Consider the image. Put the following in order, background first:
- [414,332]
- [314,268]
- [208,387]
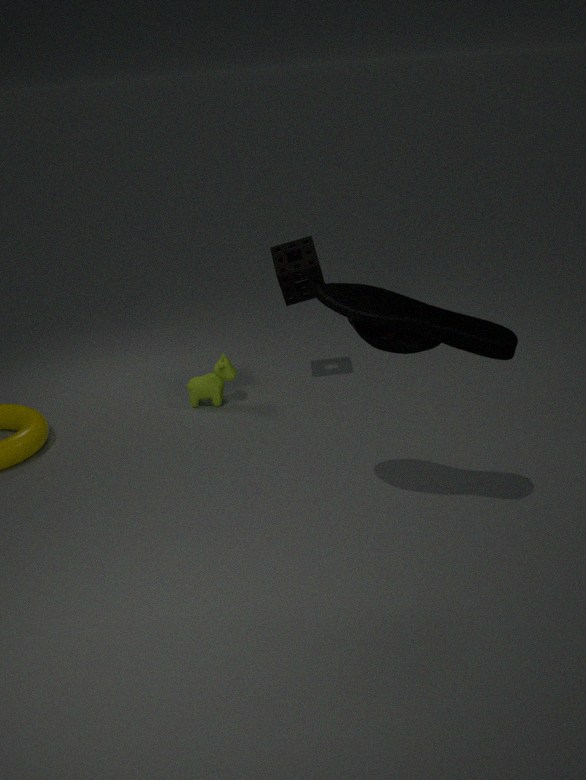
[208,387] → [314,268] → [414,332]
